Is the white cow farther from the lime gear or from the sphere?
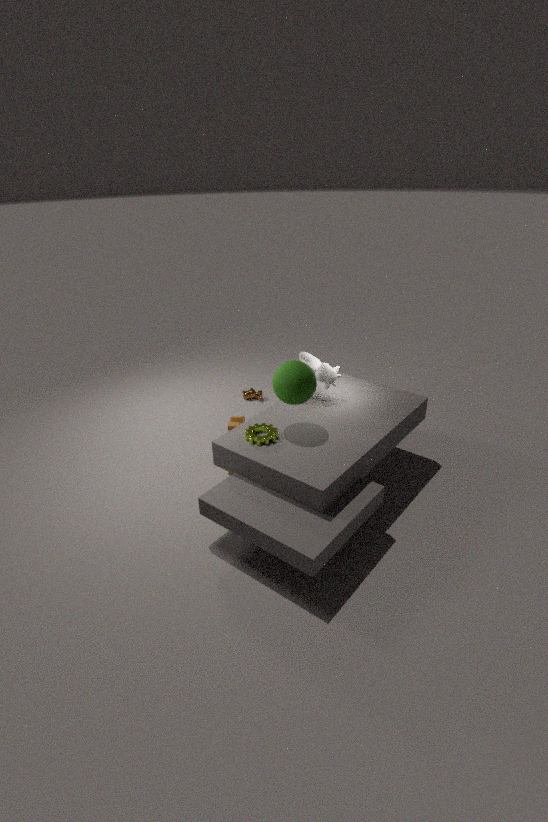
the lime gear
